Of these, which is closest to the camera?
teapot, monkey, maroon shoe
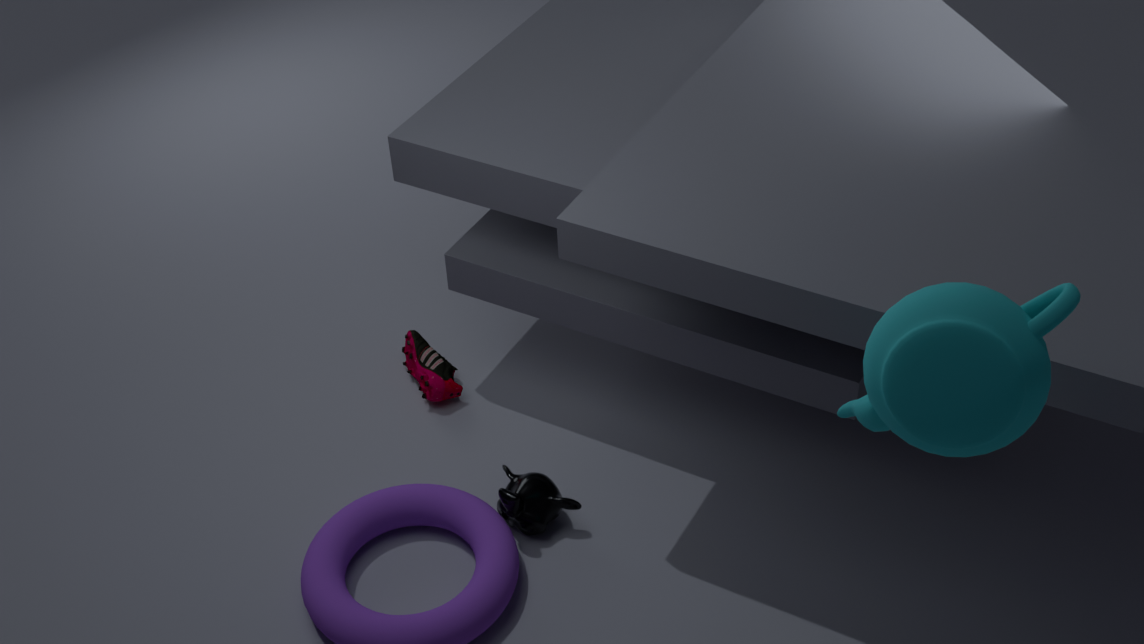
teapot
